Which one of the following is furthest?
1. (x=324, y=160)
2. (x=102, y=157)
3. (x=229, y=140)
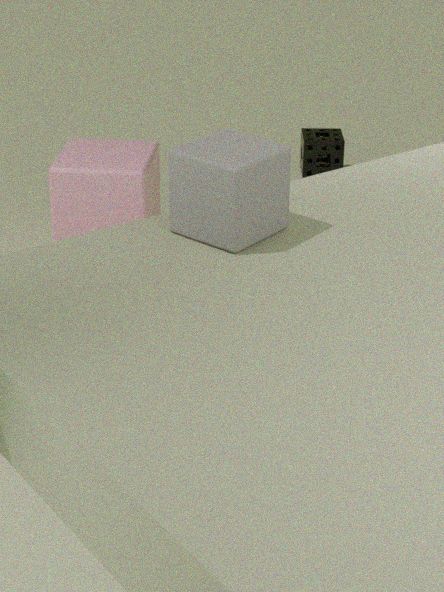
(x=324, y=160)
